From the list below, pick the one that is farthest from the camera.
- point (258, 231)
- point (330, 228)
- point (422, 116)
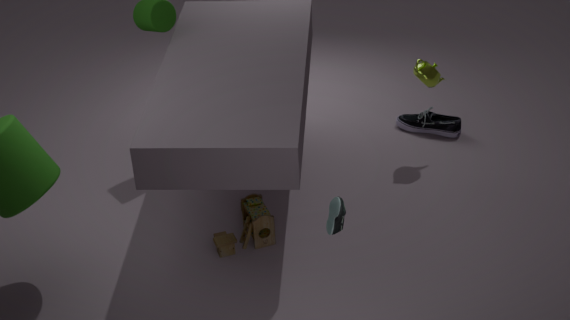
point (422, 116)
